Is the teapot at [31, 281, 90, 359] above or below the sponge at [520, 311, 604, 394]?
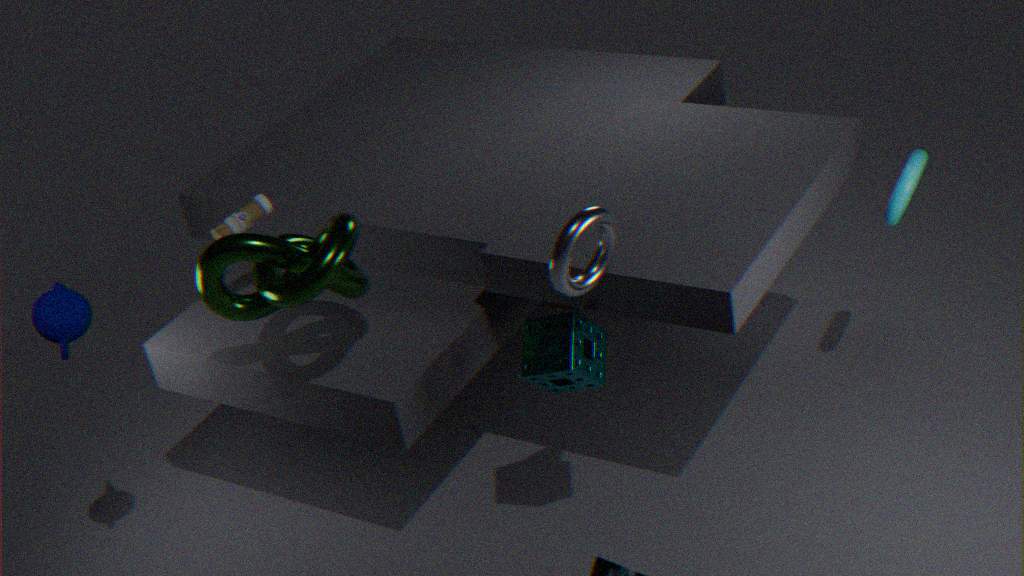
above
